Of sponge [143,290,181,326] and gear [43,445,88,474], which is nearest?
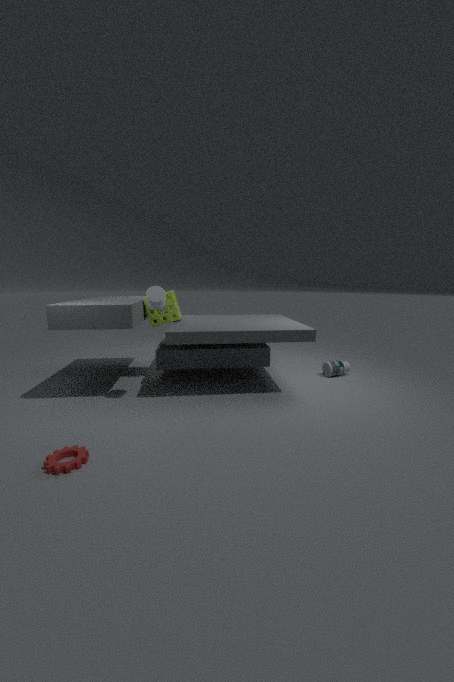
gear [43,445,88,474]
